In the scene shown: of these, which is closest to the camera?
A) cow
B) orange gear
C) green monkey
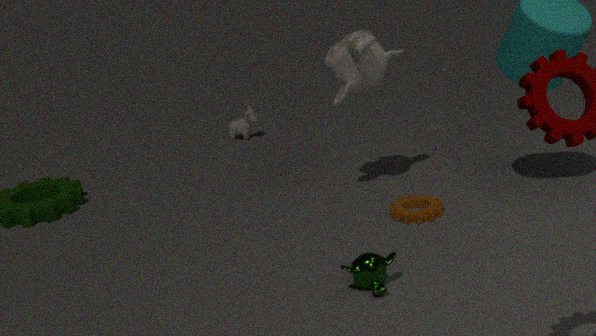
green monkey
